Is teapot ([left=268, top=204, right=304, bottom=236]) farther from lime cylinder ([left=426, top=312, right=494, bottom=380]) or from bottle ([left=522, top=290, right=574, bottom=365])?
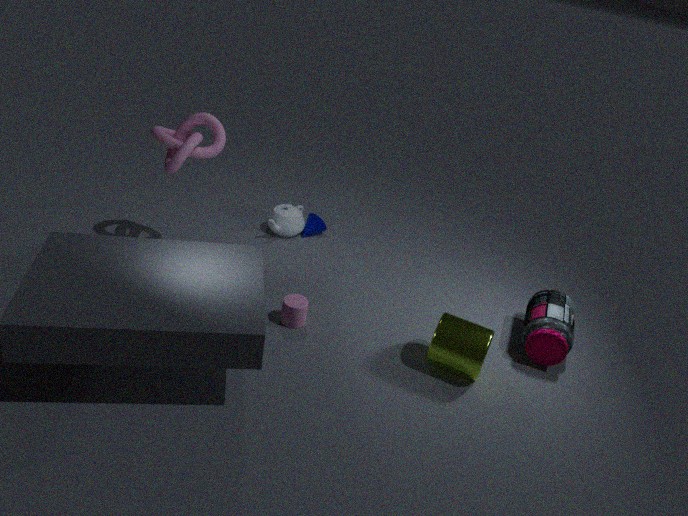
bottle ([left=522, top=290, right=574, bottom=365])
